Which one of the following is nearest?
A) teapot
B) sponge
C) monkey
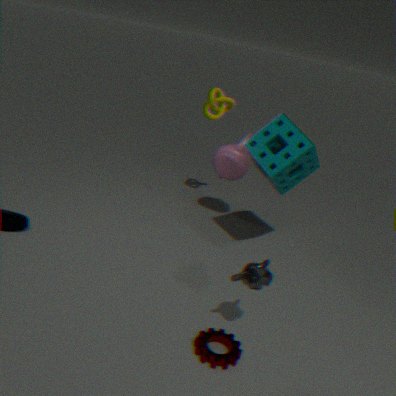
monkey
